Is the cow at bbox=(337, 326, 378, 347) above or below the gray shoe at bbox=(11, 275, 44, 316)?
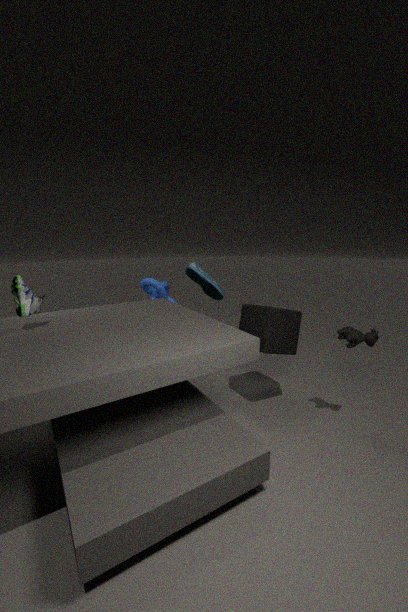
below
